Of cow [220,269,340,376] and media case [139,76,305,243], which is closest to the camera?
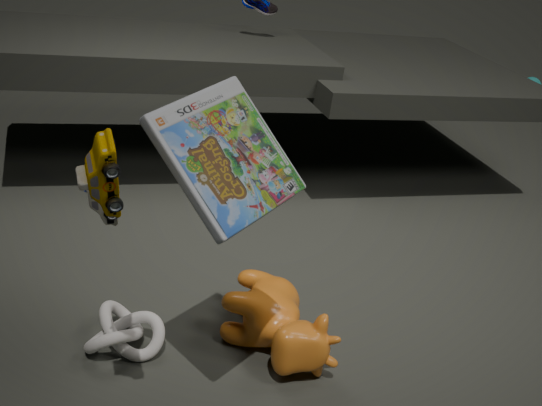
media case [139,76,305,243]
